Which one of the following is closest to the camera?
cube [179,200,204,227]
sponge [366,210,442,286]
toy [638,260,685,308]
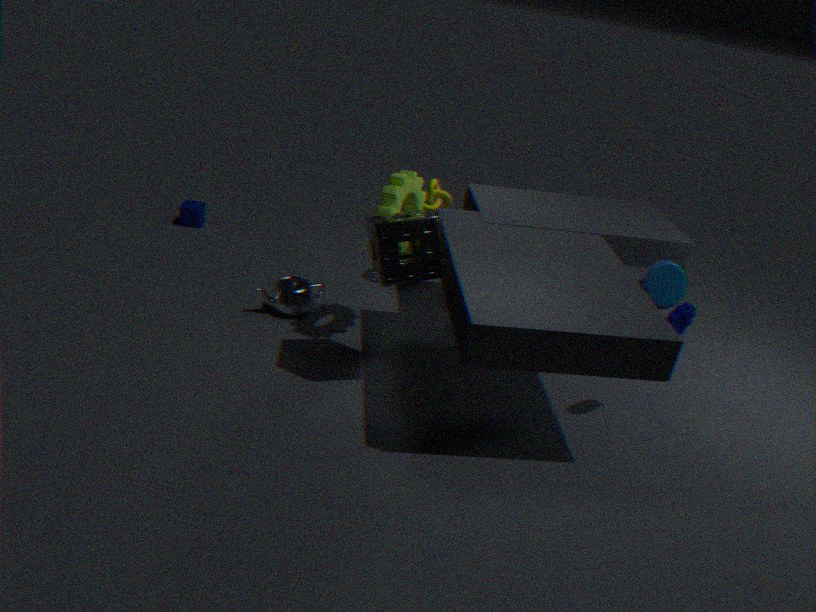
sponge [366,210,442,286]
